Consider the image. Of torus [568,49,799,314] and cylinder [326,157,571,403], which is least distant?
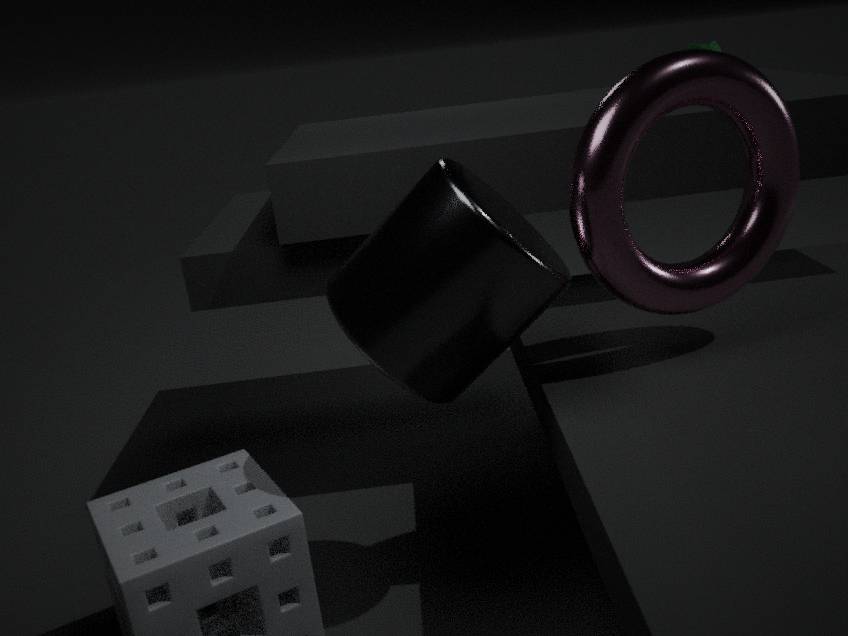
cylinder [326,157,571,403]
